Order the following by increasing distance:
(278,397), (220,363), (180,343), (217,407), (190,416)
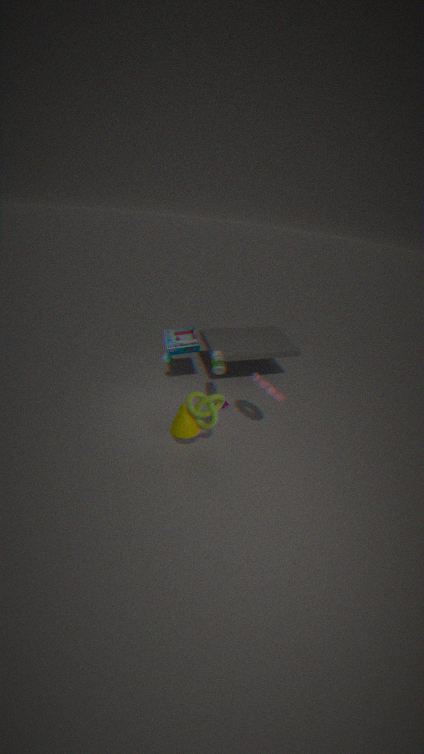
(278,397), (190,416), (217,407), (220,363), (180,343)
